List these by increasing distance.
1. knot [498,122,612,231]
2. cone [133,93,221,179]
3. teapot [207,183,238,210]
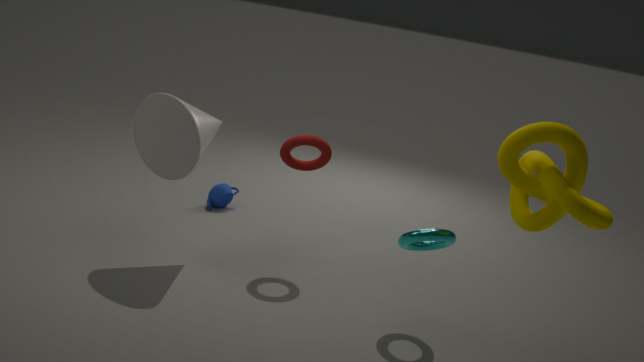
knot [498,122,612,231]
cone [133,93,221,179]
teapot [207,183,238,210]
